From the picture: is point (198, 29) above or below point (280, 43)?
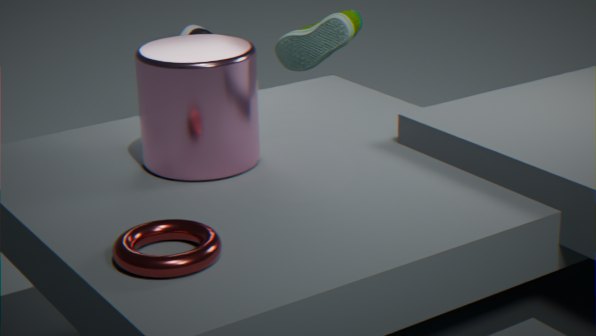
below
